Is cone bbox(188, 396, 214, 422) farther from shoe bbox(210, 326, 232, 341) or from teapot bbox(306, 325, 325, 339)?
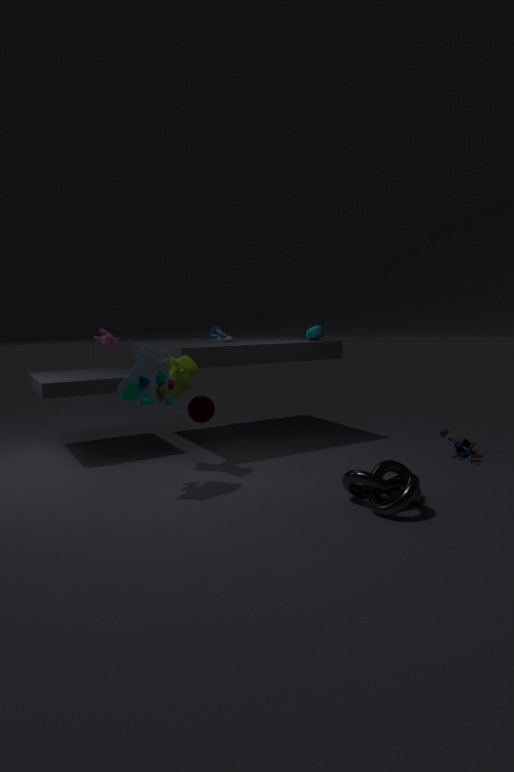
teapot bbox(306, 325, 325, 339)
